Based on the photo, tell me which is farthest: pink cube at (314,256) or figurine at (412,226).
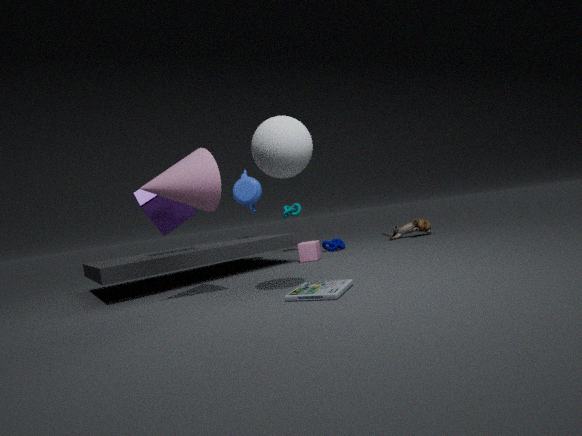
figurine at (412,226)
